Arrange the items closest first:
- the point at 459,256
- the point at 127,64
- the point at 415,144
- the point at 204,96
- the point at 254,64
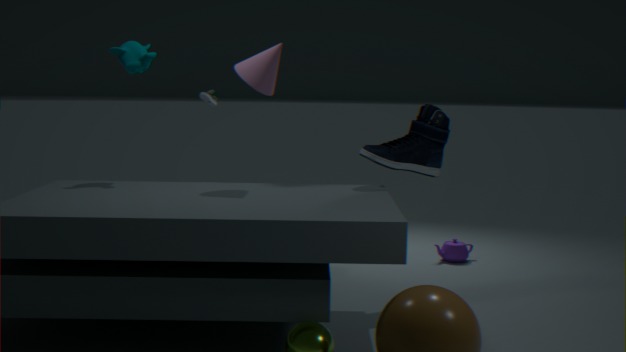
the point at 254,64, the point at 415,144, the point at 127,64, the point at 204,96, the point at 459,256
